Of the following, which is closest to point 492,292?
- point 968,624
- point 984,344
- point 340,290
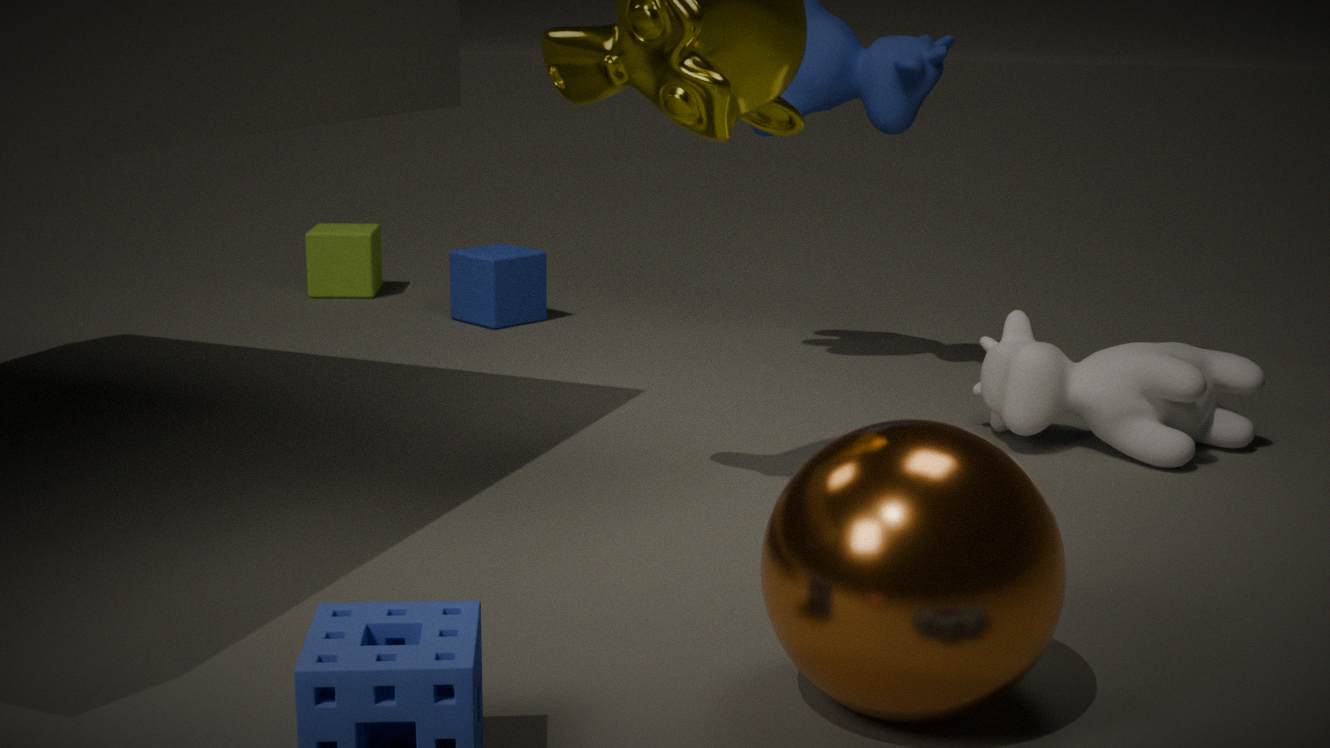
point 340,290
